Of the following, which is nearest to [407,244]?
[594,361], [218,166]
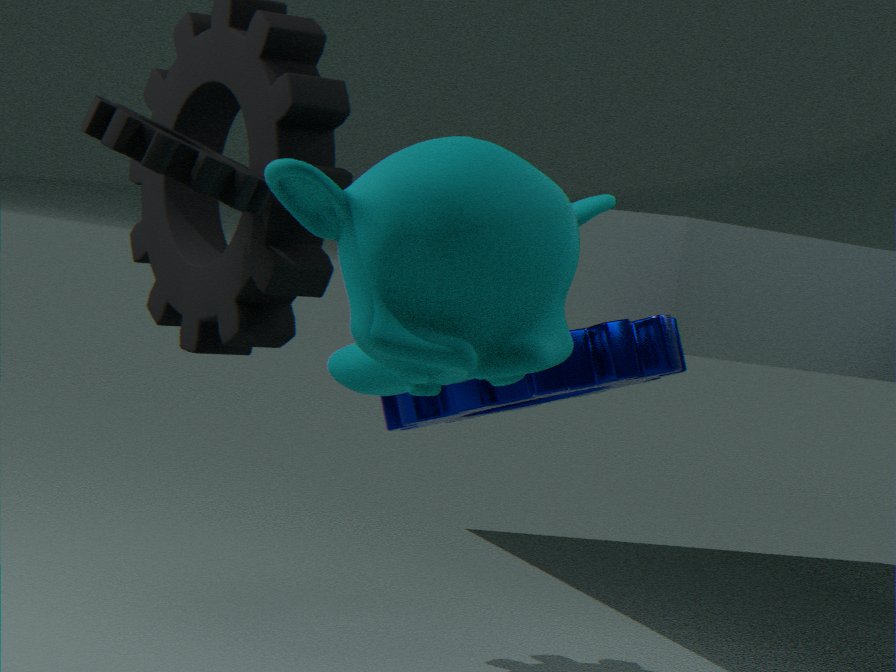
[218,166]
